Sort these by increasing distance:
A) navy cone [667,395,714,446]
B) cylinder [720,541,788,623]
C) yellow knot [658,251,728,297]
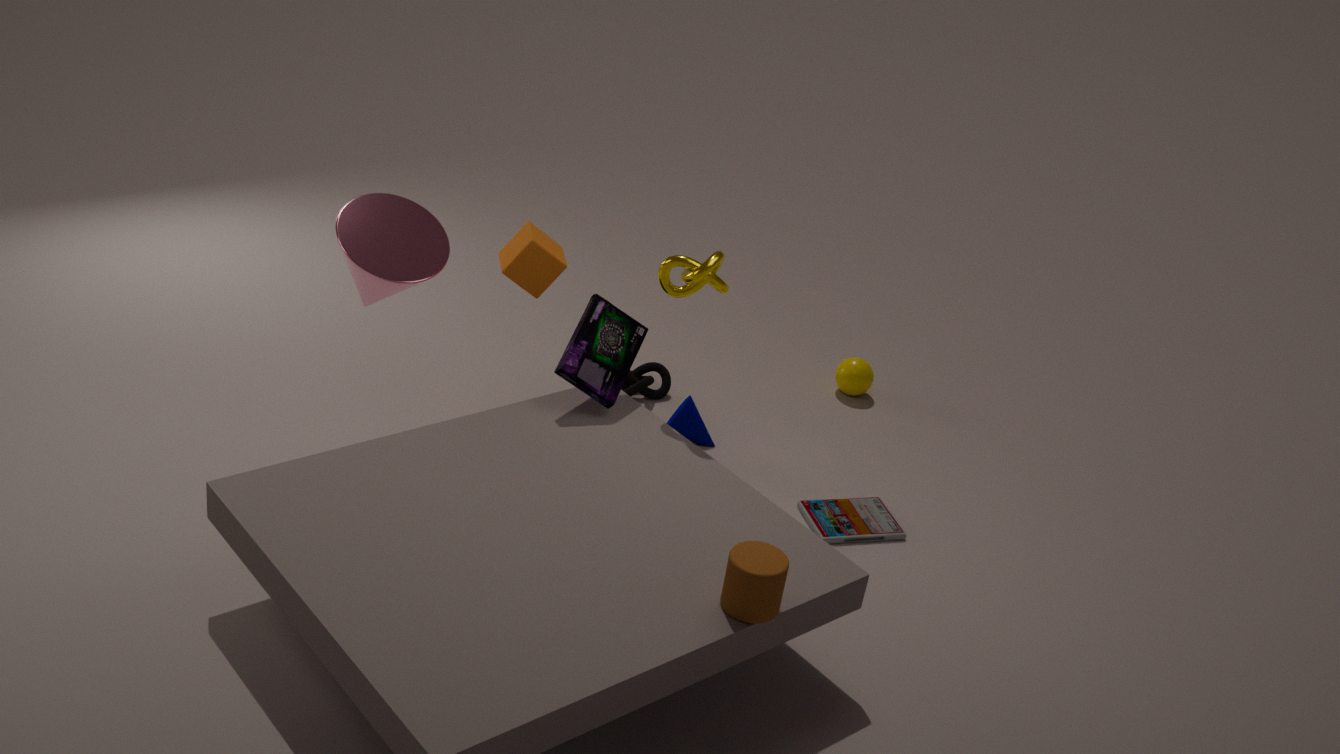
1. cylinder [720,541,788,623]
2. yellow knot [658,251,728,297]
3. navy cone [667,395,714,446]
